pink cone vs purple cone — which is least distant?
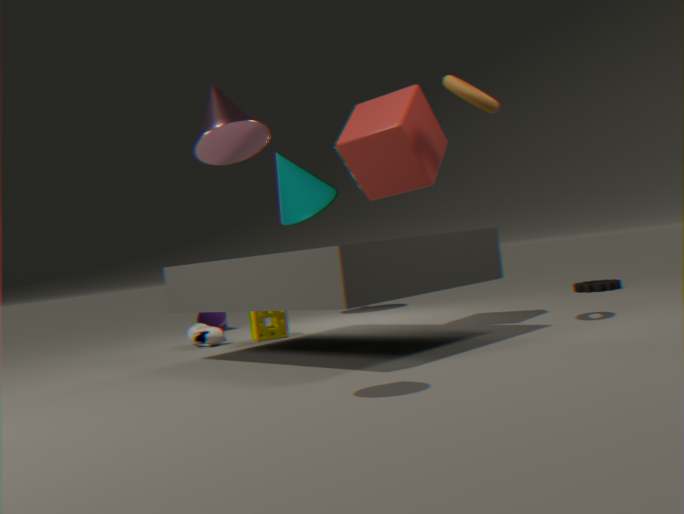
pink cone
